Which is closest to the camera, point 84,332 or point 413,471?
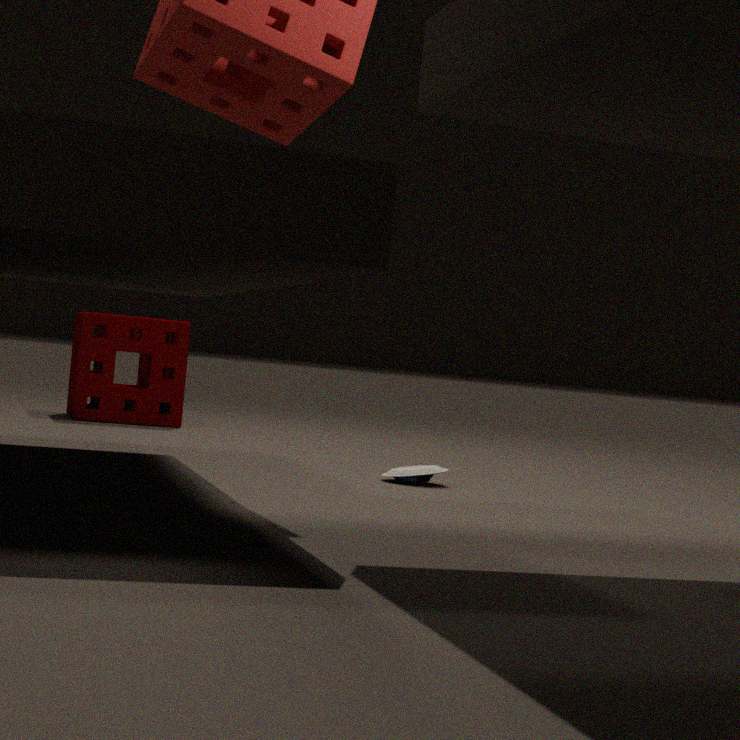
point 413,471
